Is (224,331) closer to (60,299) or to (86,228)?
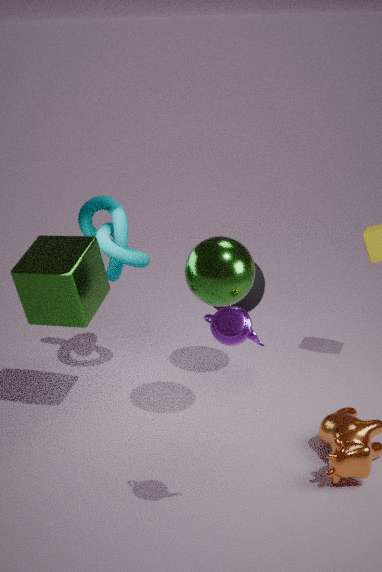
(60,299)
